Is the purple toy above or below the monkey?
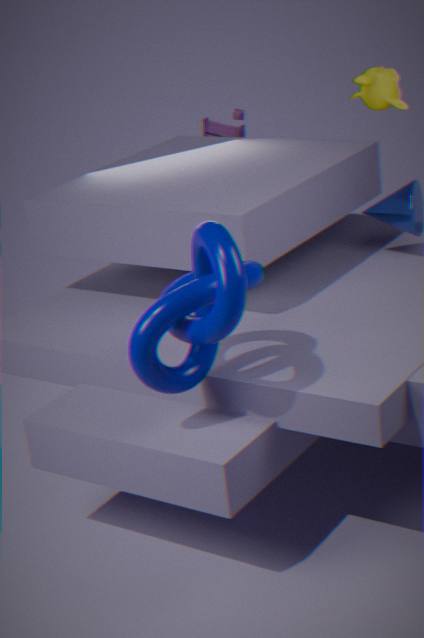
below
